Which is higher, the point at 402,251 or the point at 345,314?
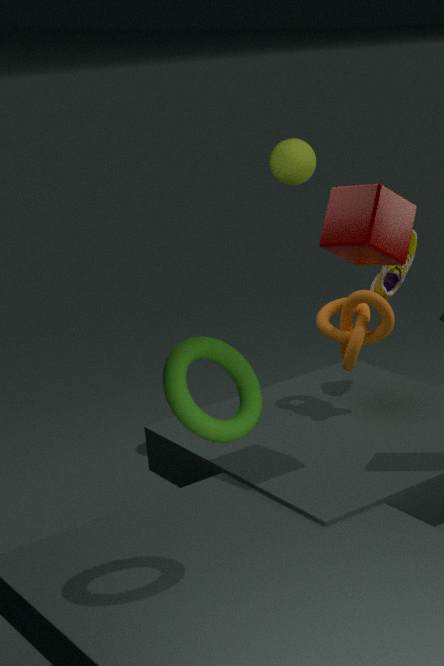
the point at 402,251
